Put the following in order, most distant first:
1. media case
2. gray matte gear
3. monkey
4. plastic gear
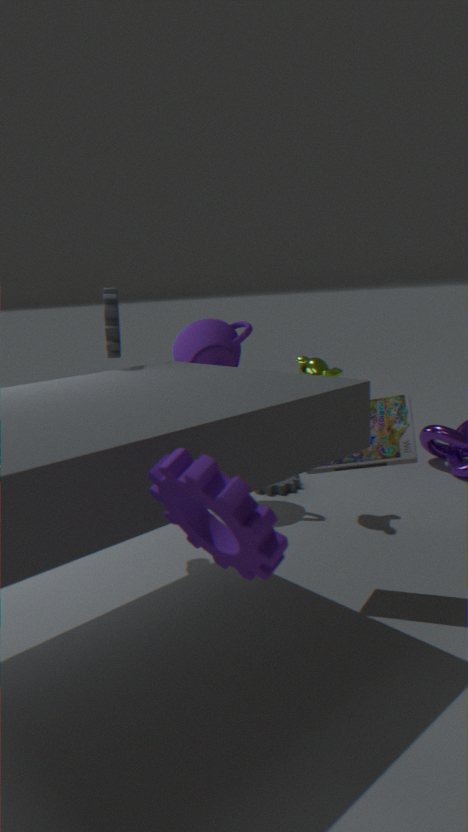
1. plastic gear
2. monkey
3. gray matte gear
4. media case
